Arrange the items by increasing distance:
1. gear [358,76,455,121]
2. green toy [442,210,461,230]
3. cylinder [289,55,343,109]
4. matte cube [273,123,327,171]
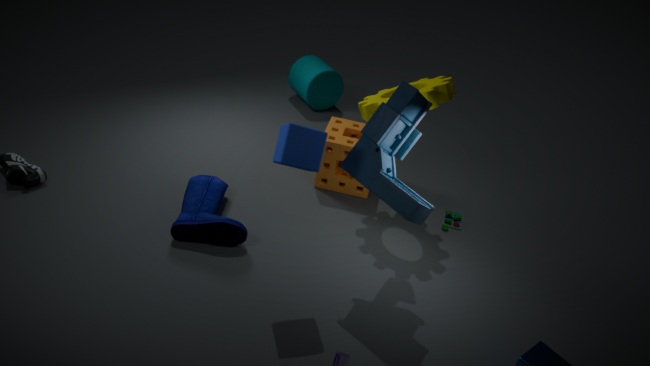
1. matte cube [273,123,327,171]
2. gear [358,76,455,121]
3. green toy [442,210,461,230]
4. cylinder [289,55,343,109]
